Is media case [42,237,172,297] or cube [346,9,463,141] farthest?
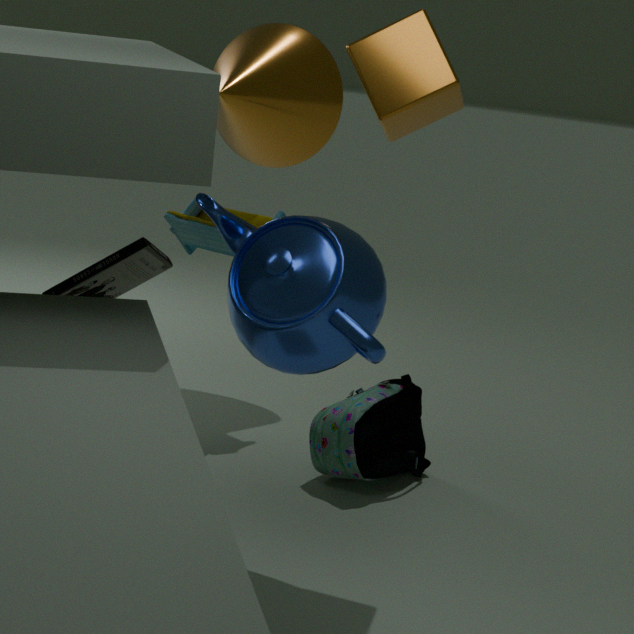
media case [42,237,172,297]
